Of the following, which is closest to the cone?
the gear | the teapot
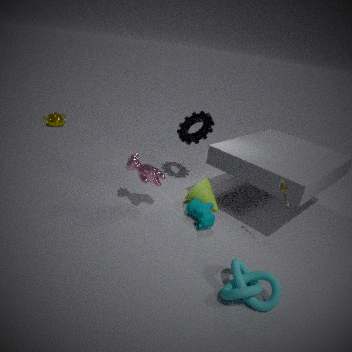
the gear
